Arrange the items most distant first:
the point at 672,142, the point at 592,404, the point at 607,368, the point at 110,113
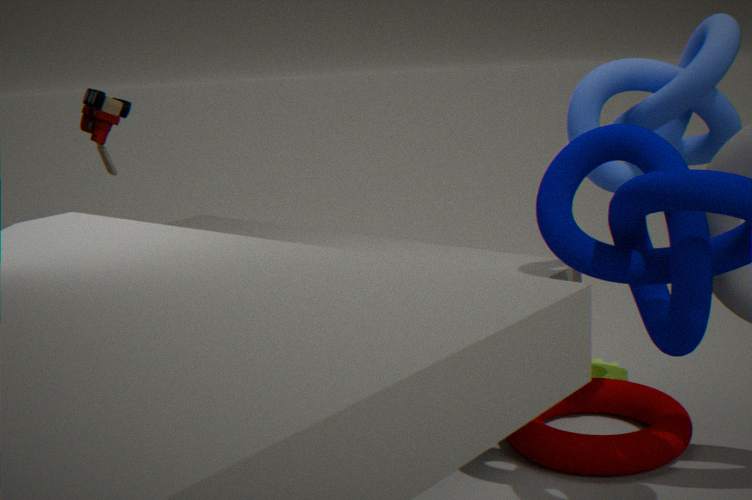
the point at 607,368
the point at 110,113
the point at 592,404
the point at 672,142
